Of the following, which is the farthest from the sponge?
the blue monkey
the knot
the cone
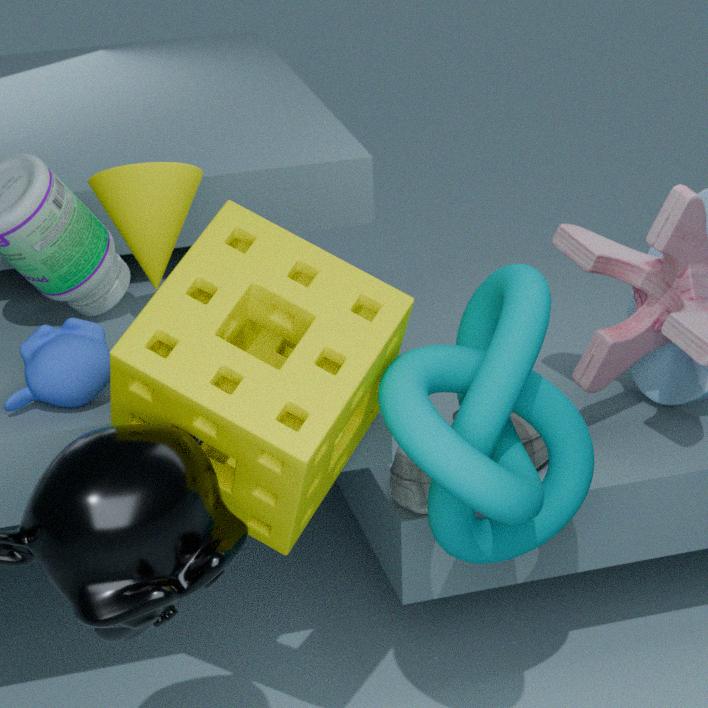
the cone
